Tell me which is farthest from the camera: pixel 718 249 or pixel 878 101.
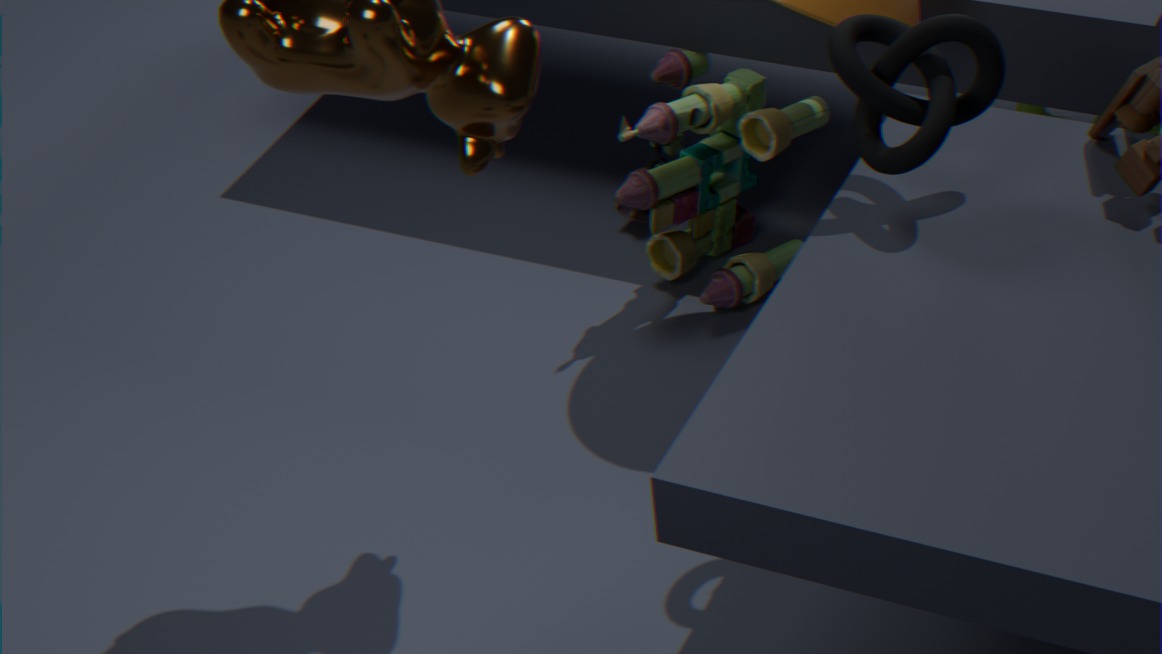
pixel 718 249
